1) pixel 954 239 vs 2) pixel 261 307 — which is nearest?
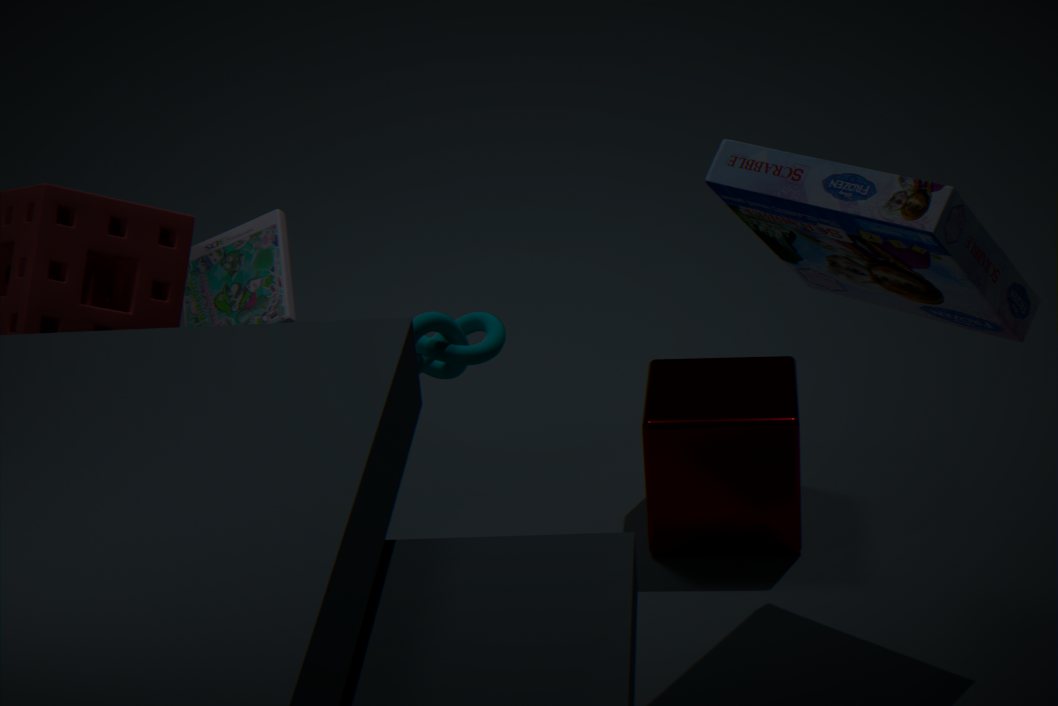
1. pixel 954 239
